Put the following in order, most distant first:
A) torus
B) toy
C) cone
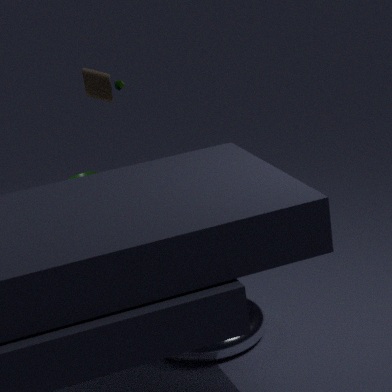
cone < toy < torus
